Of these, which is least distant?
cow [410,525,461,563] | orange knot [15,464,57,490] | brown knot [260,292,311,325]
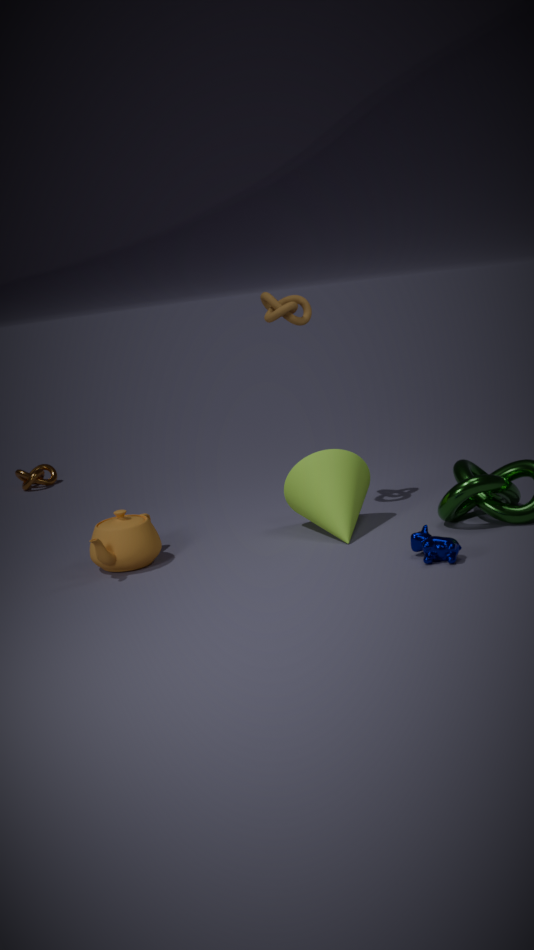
cow [410,525,461,563]
